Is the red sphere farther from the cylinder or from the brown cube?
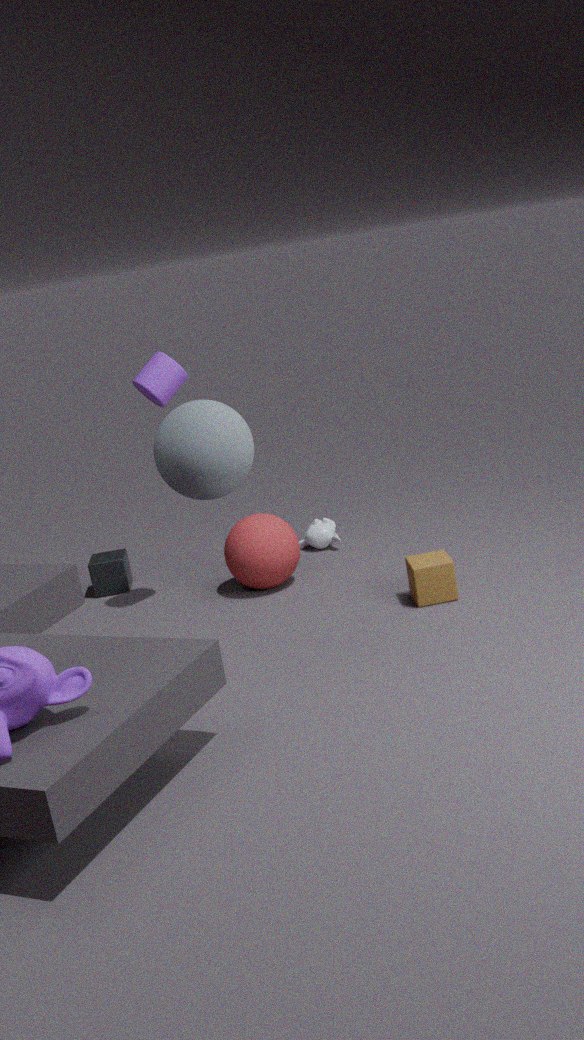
the cylinder
